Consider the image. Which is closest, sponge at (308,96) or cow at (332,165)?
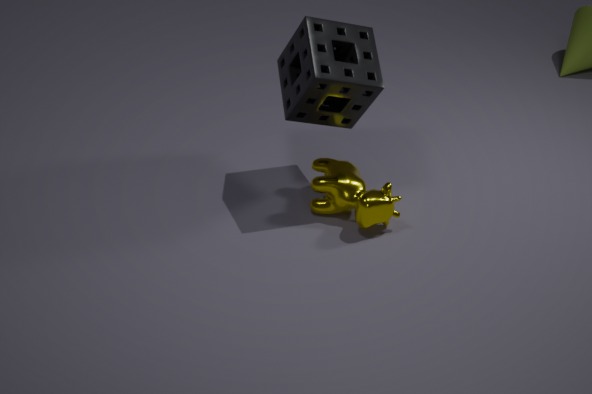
sponge at (308,96)
